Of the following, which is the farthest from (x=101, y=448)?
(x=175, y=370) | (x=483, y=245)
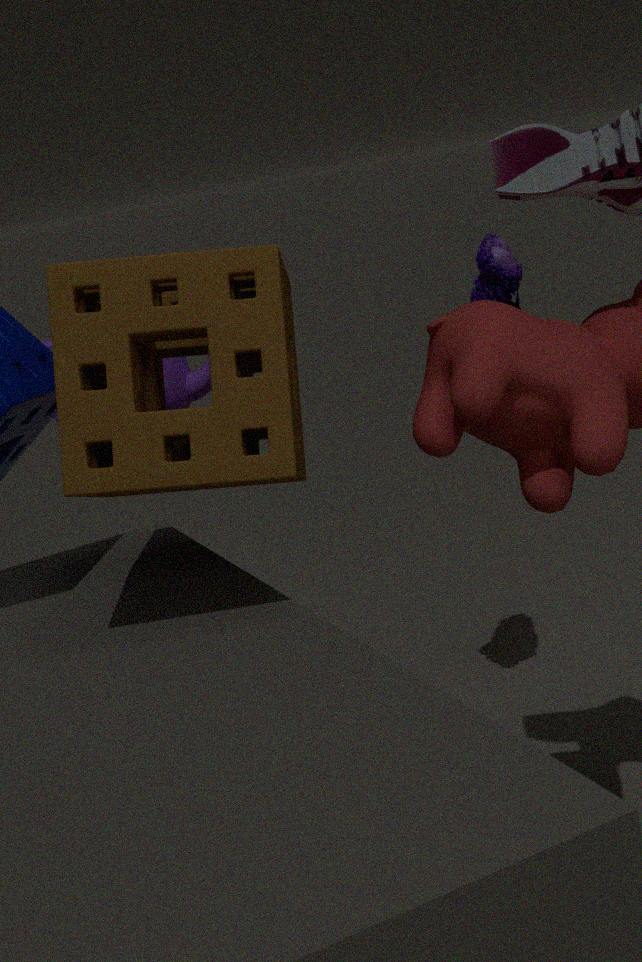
(x=483, y=245)
